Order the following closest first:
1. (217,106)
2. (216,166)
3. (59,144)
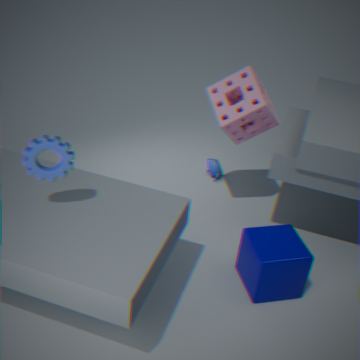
(59,144) < (217,106) < (216,166)
